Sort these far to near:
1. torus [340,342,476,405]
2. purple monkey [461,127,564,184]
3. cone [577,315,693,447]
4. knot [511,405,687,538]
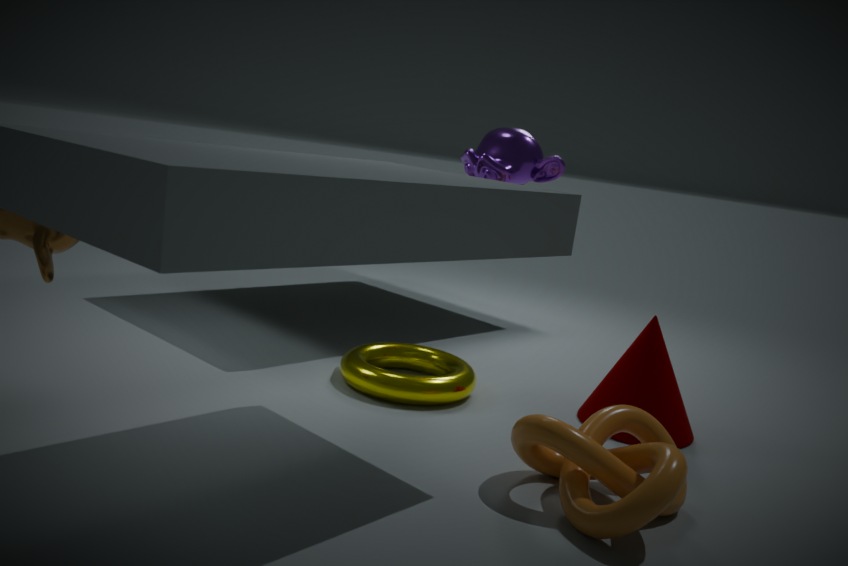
purple monkey [461,127,564,184] < torus [340,342,476,405] < cone [577,315,693,447] < knot [511,405,687,538]
